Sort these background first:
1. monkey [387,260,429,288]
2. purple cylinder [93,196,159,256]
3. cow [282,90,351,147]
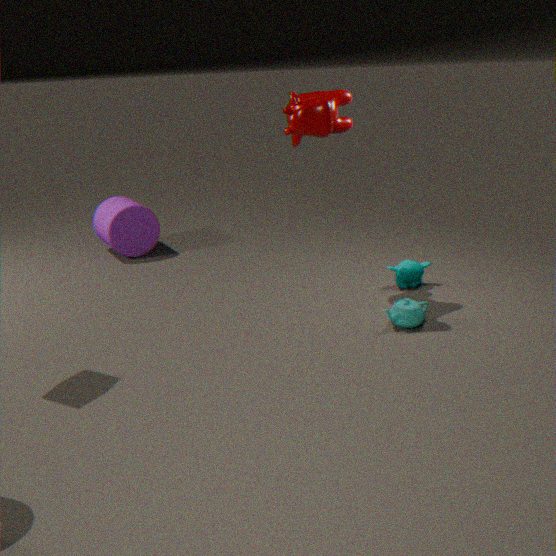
1. purple cylinder [93,196,159,256]
2. monkey [387,260,429,288]
3. cow [282,90,351,147]
